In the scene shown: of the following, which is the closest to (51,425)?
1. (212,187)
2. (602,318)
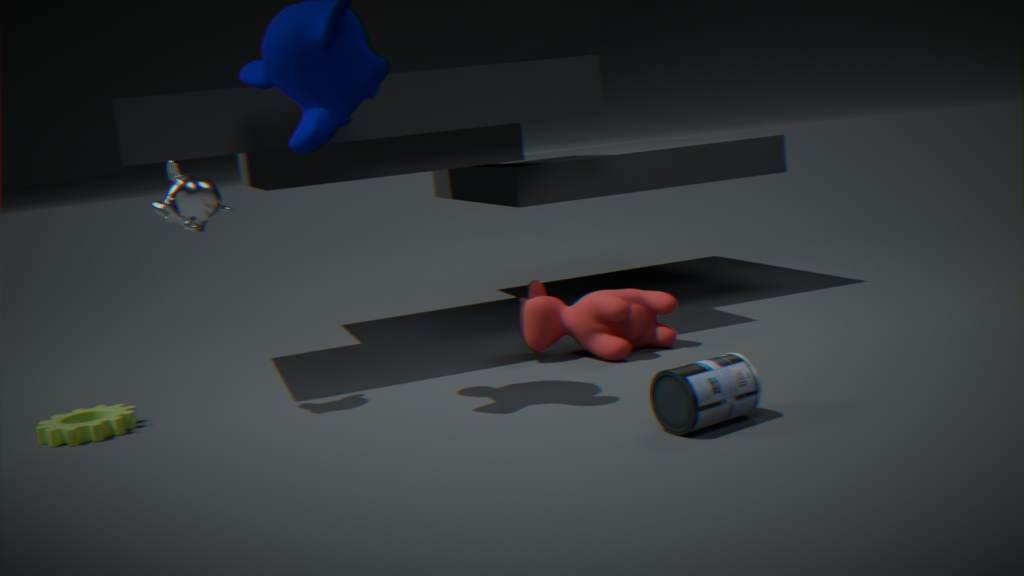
(212,187)
